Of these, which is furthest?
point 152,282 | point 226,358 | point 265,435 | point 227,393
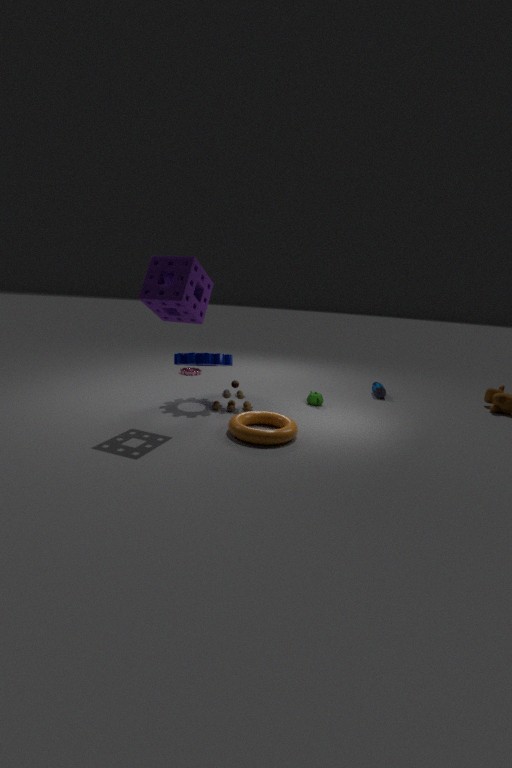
point 226,358
